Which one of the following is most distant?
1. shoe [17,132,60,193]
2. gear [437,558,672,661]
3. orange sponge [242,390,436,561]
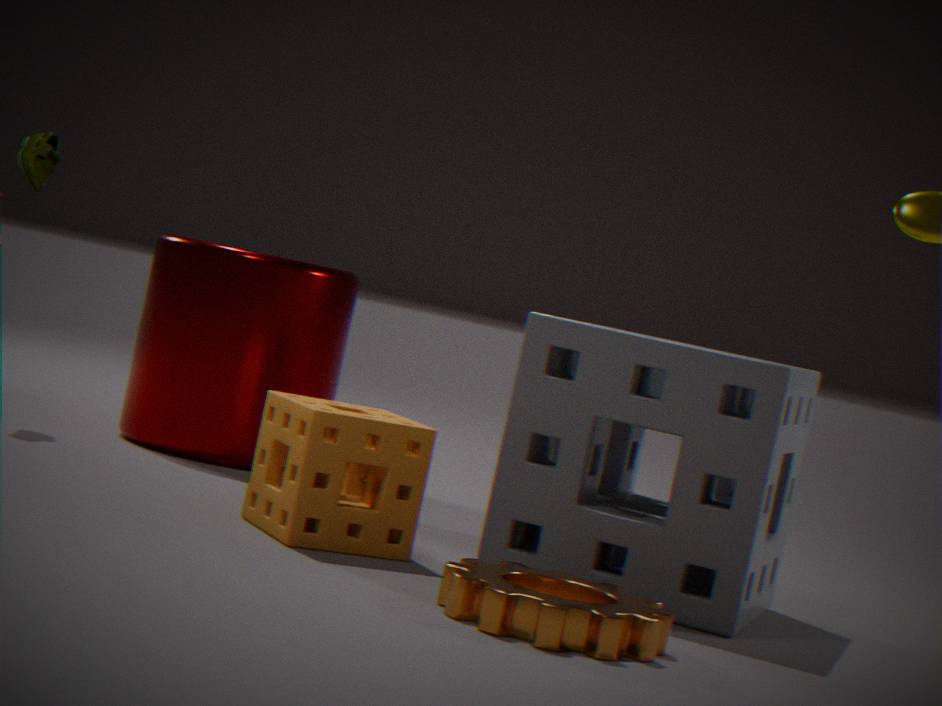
shoe [17,132,60,193]
